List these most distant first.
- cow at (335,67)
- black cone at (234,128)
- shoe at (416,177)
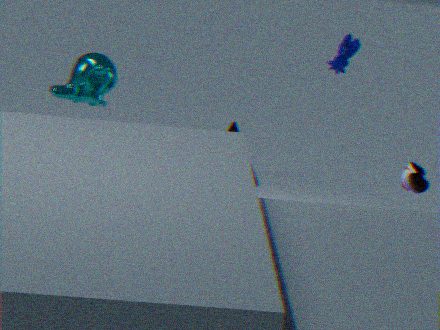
black cone at (234,128) → cow at (335,67) → shoe at (416,177)
